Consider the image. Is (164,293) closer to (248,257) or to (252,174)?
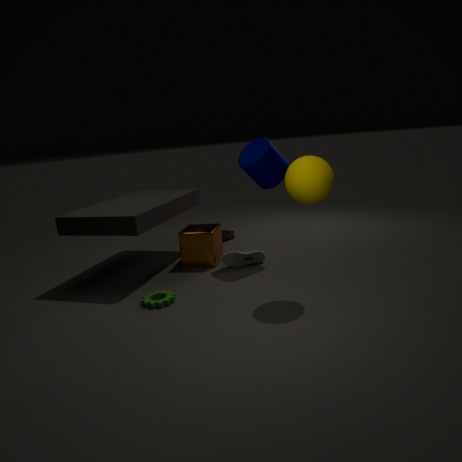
(248,257)
